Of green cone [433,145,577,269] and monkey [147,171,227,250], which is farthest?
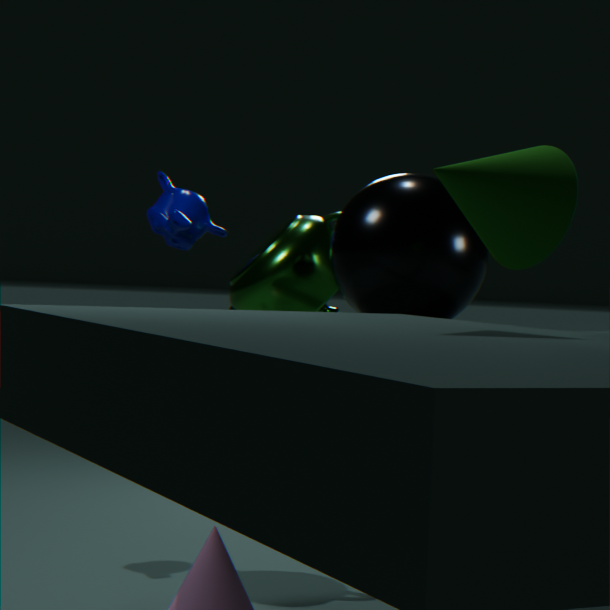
monkey [147,171,227,250]
